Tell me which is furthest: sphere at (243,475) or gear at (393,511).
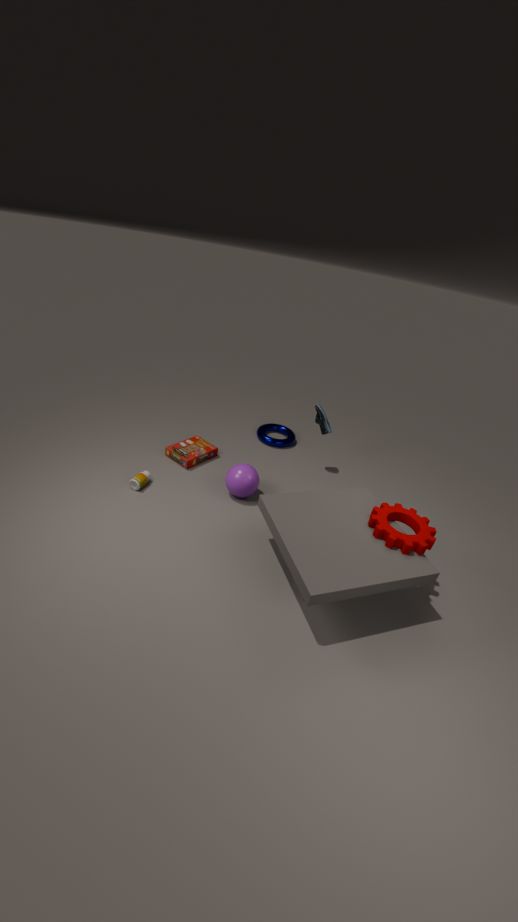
sphere at (243,475)
